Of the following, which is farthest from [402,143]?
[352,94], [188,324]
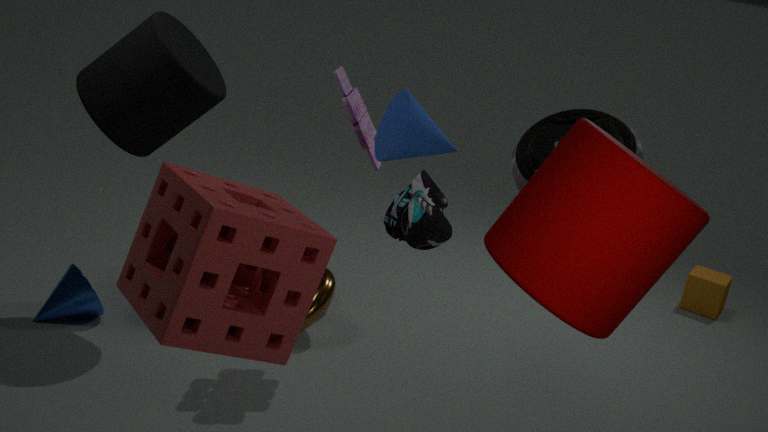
[188,324]
